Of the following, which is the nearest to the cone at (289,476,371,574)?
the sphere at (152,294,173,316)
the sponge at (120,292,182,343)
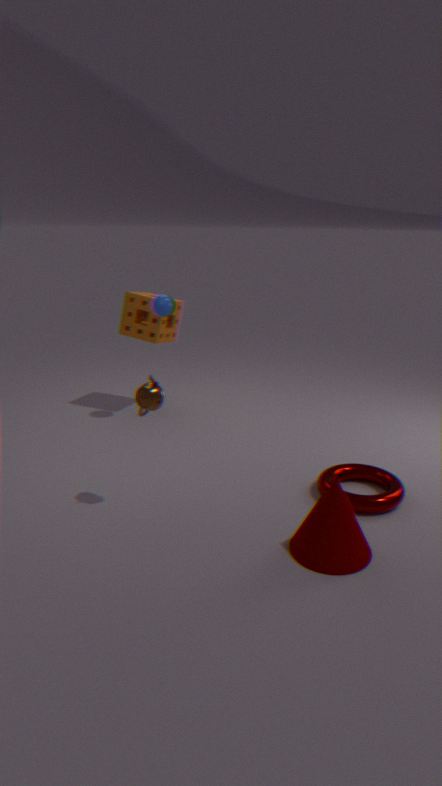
the sphere at (152,294,173,316)
